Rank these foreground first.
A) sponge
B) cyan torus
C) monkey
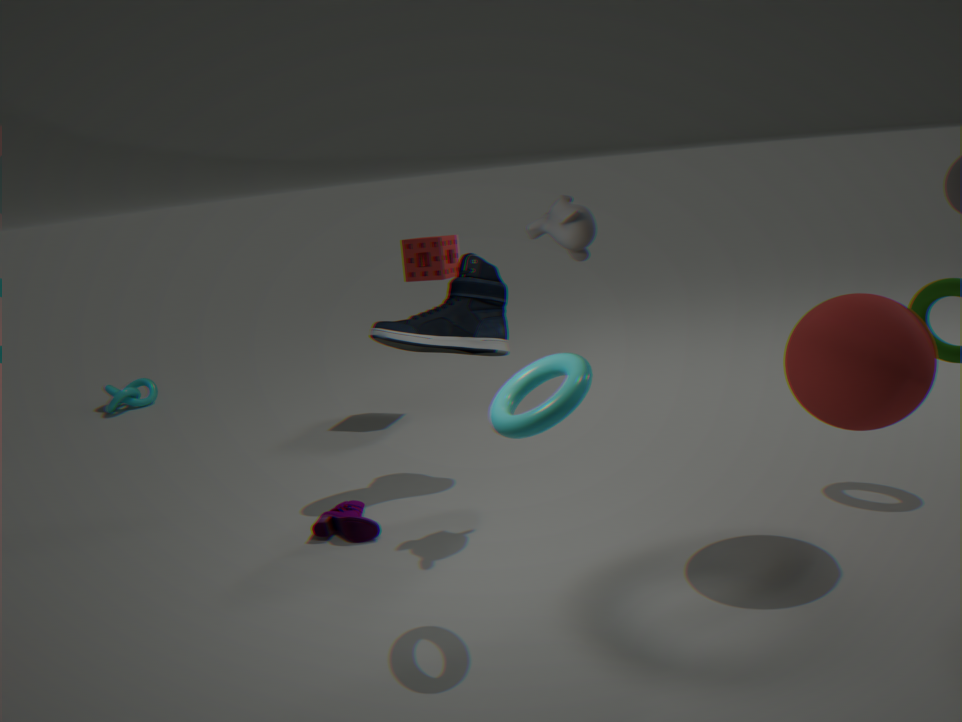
cyan torus < monkey < sponge
